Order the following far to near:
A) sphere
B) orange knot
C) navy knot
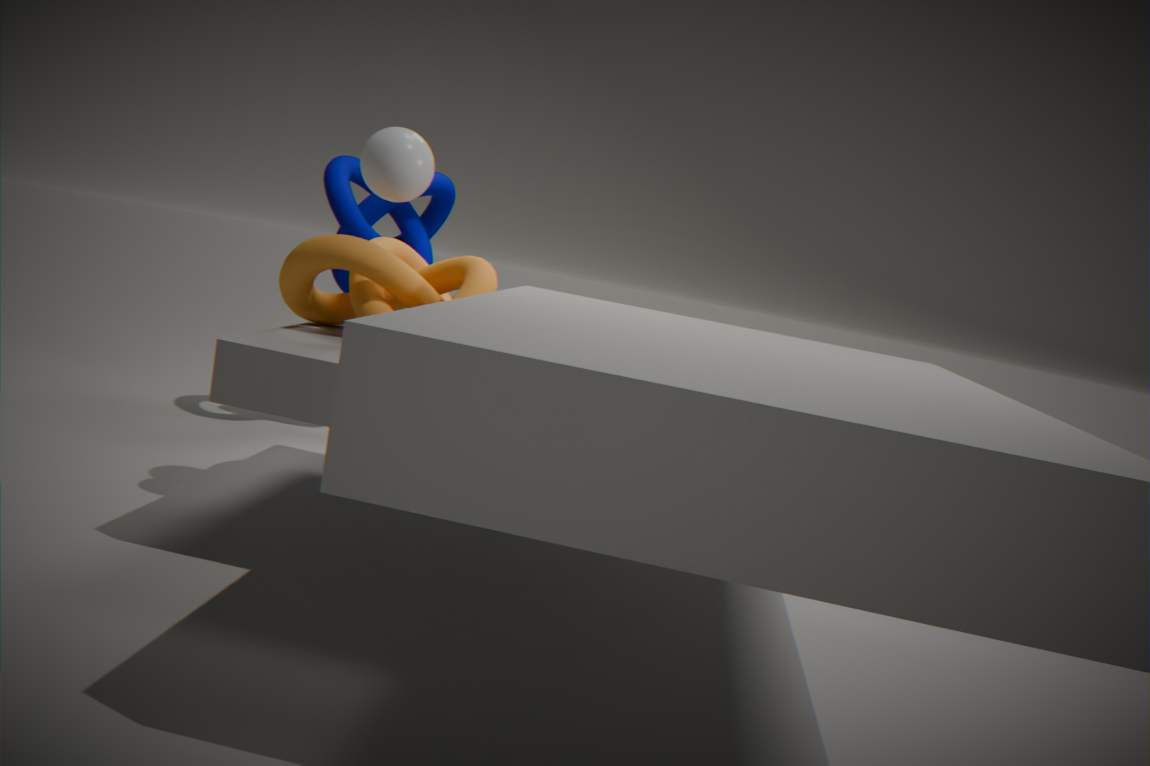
1. navy knot
2. orange knot
3. sphere
